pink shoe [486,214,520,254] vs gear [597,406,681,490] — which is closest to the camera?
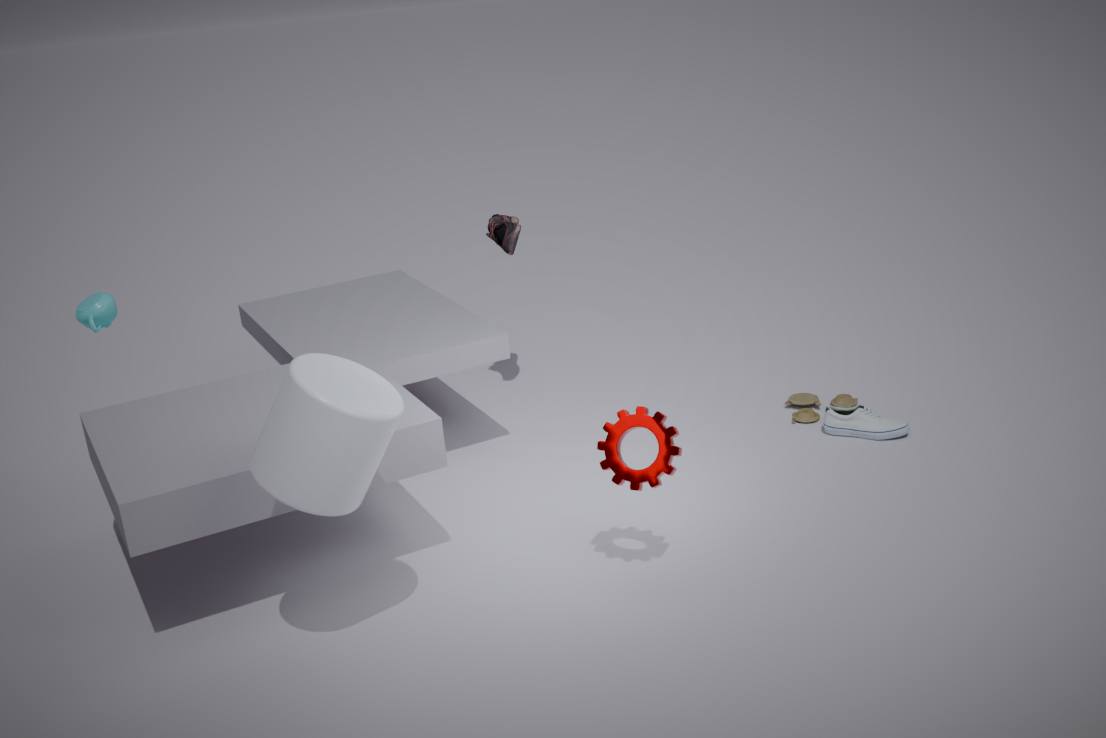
gear [597,406,681,490]
